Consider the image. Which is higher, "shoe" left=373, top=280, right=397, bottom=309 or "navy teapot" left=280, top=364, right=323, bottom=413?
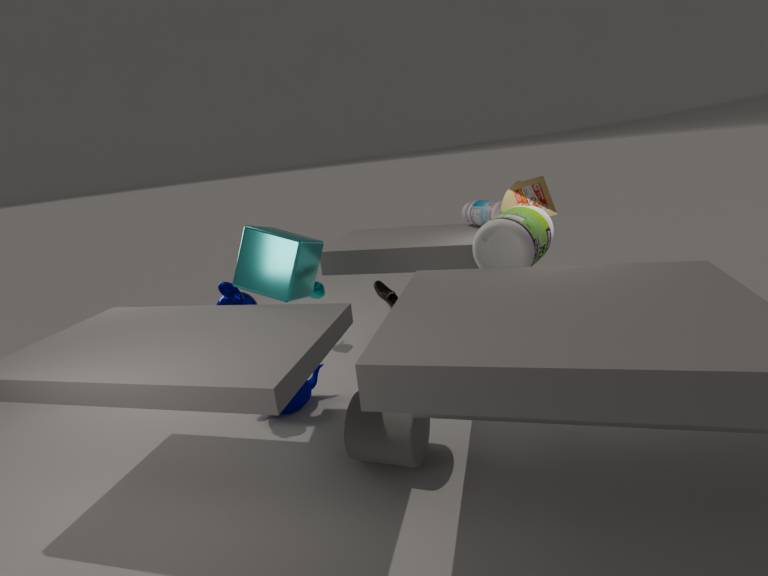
"shoe" left=373, top=280, right=397, bottom=309
